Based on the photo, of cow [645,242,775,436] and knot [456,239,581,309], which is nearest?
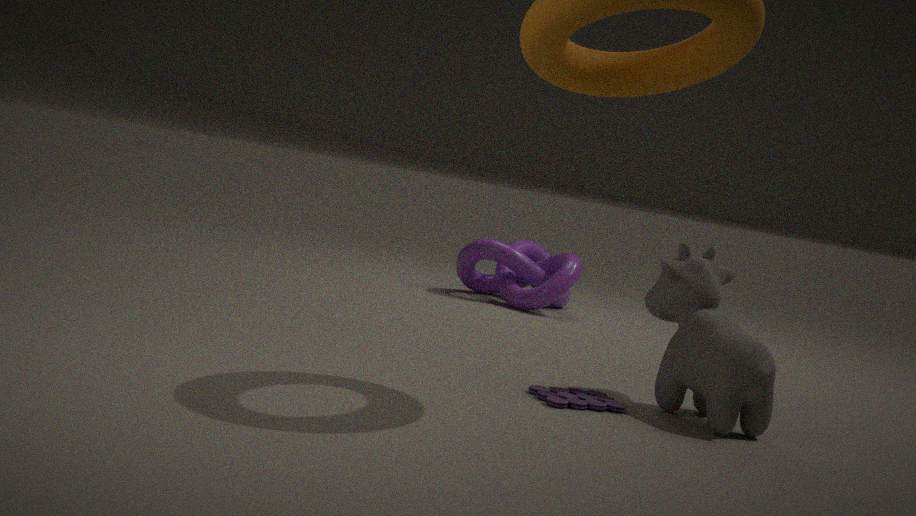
cow [645,242,775,436]
